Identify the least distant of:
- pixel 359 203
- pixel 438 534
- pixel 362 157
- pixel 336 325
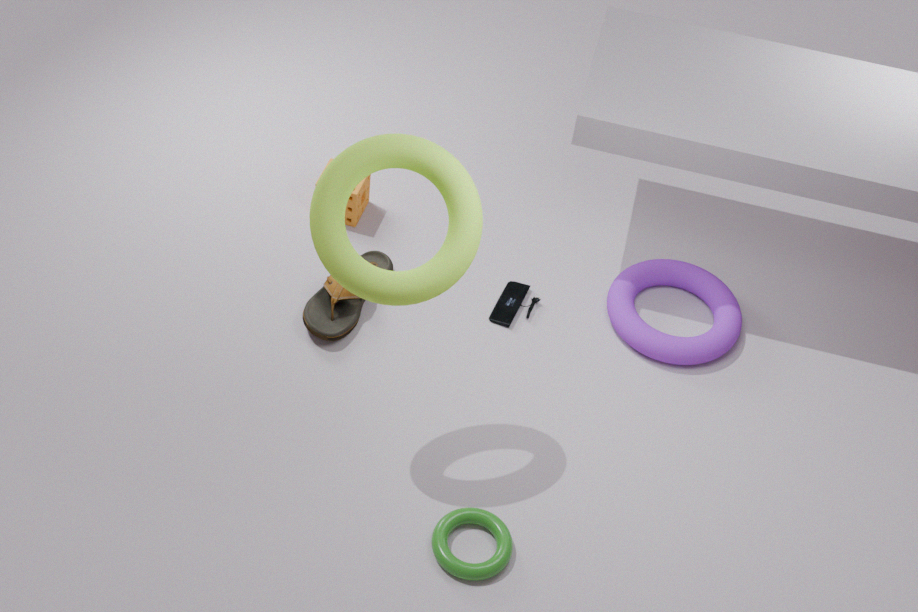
pixel 362 157
